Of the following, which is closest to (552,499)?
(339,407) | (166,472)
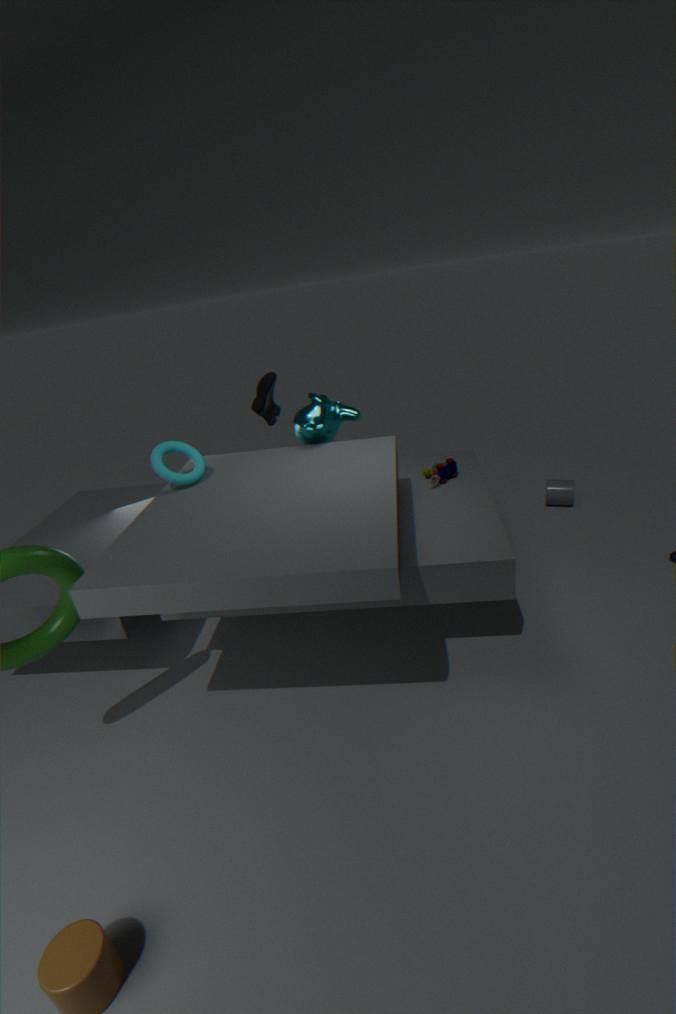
(339,407)
